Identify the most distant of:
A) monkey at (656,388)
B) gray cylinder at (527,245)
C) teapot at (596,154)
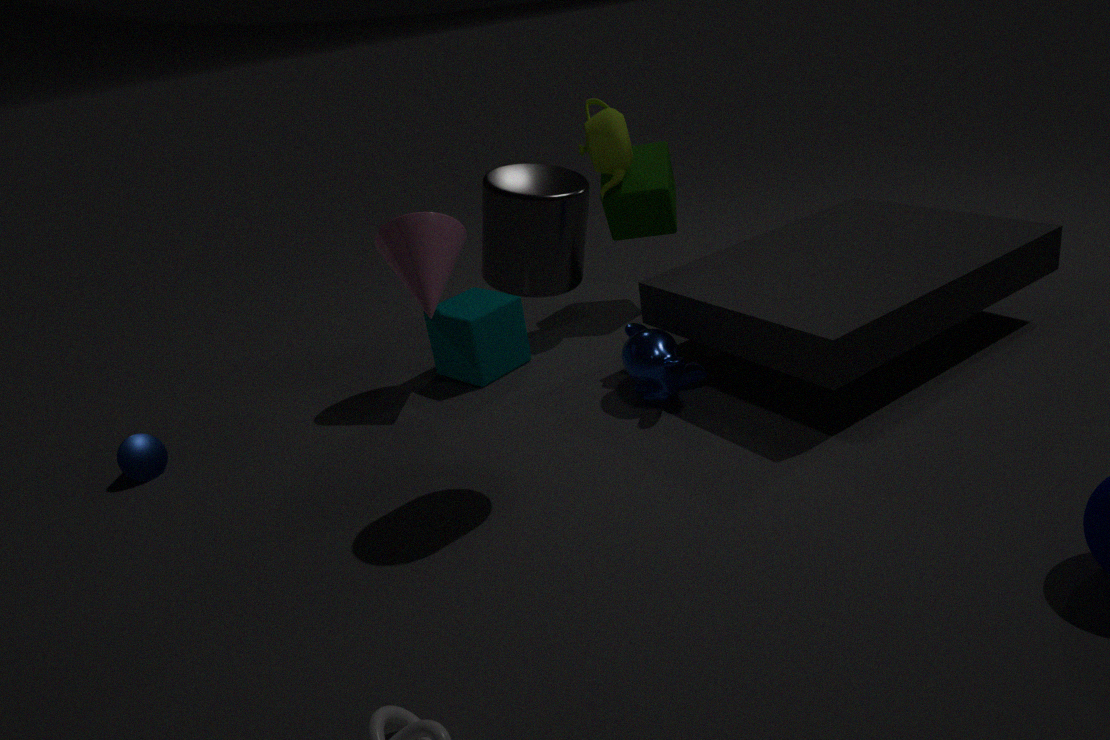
teapot at (596,154)
